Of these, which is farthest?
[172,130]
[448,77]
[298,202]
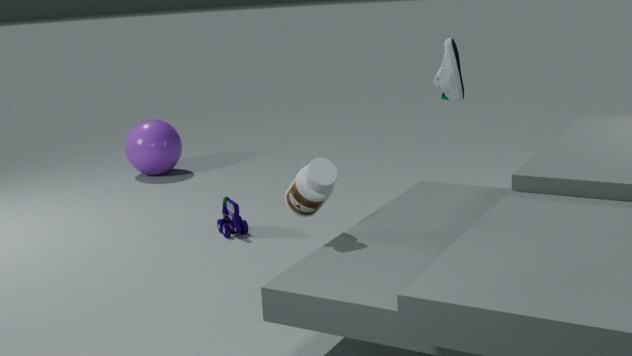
[172,130]
